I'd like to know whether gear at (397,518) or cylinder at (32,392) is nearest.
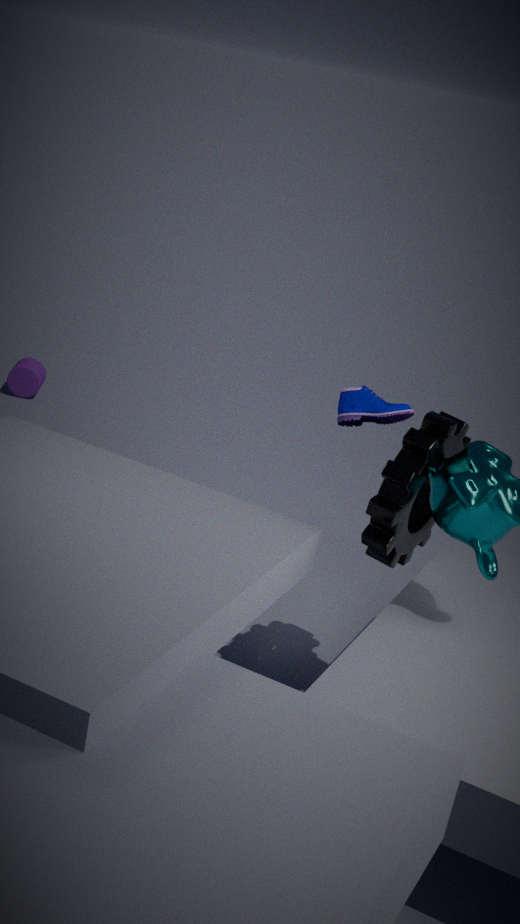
gear at (397,518)
